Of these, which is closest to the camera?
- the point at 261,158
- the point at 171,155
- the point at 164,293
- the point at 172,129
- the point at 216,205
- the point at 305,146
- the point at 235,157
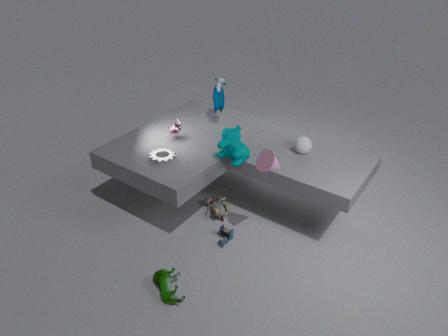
the point at 164,293
